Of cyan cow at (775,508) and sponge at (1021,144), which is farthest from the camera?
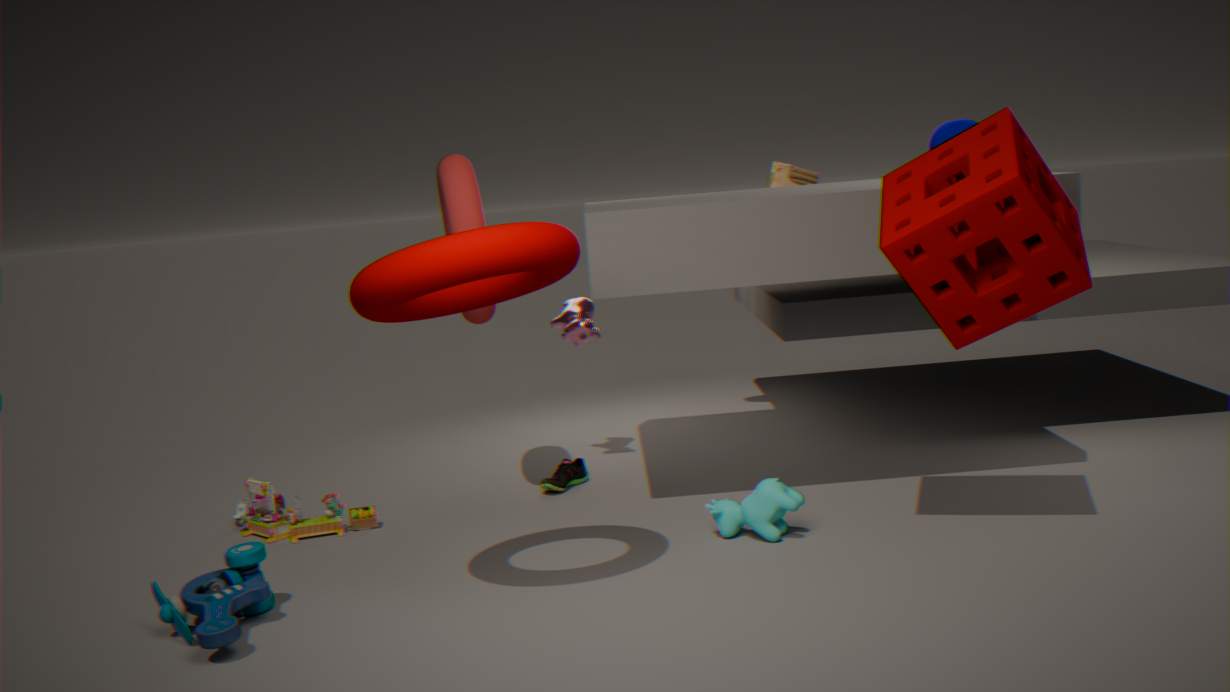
cyan cow at (775,508)
